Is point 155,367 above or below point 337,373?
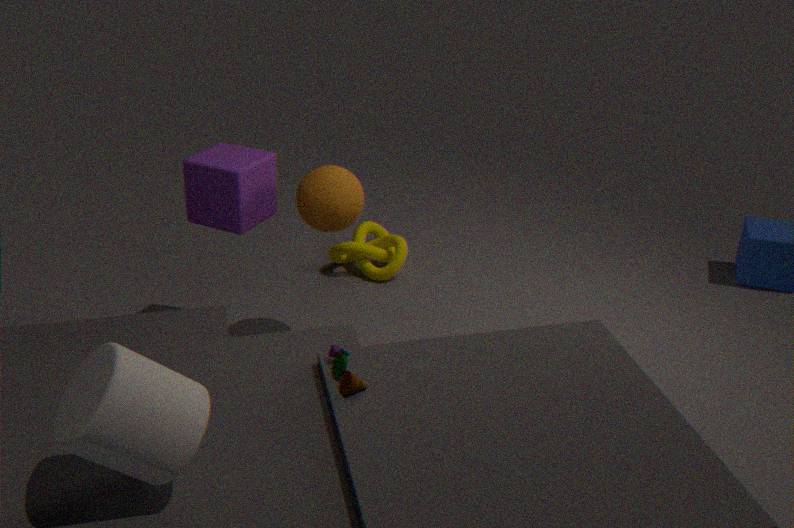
above
